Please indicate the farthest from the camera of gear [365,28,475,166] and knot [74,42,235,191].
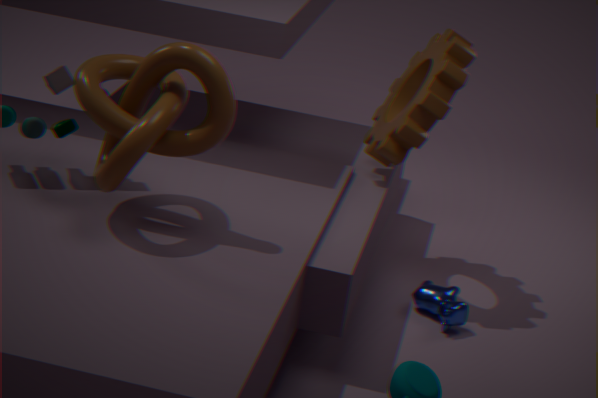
gear [365,28,475,166]
